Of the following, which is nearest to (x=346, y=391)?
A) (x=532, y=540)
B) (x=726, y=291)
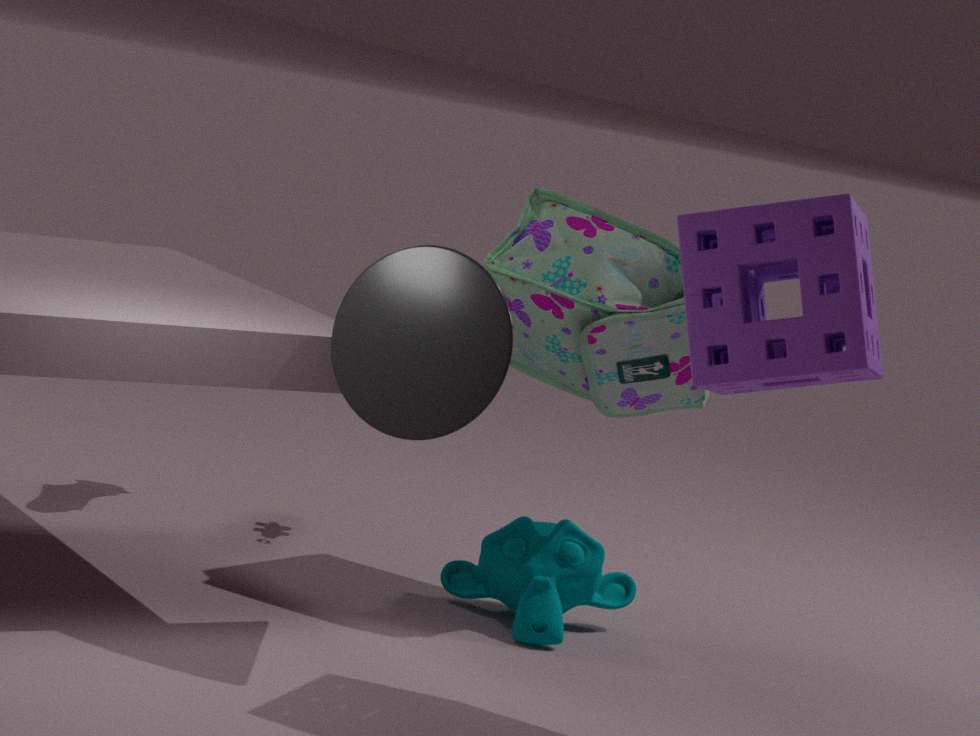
(x=726, y=291)
